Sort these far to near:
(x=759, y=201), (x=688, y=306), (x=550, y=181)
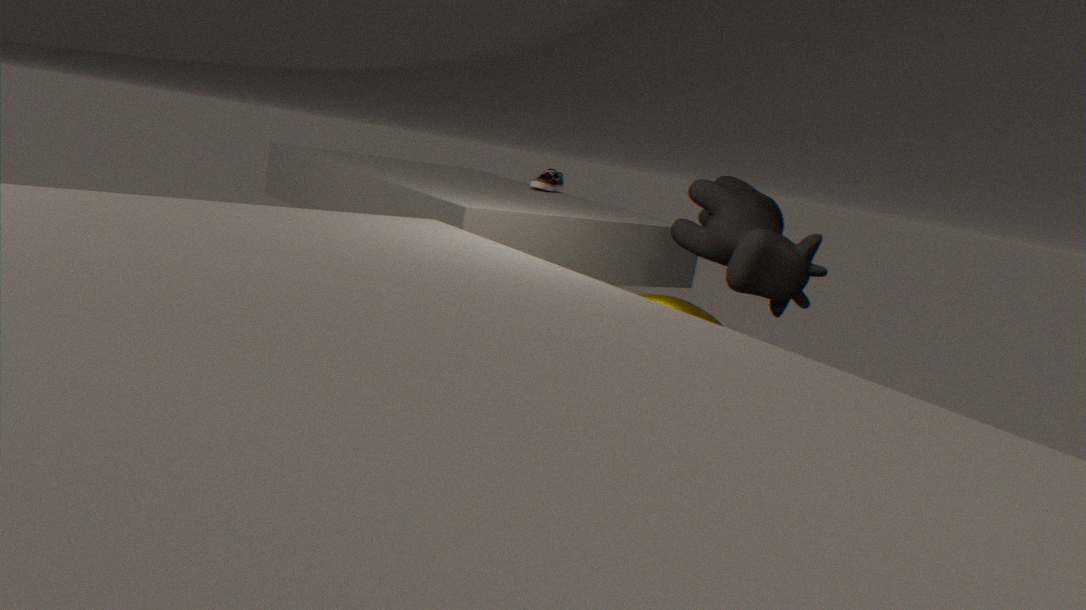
(x=550, y=181) < (x=759, y=201) < (x=688, y=306)
